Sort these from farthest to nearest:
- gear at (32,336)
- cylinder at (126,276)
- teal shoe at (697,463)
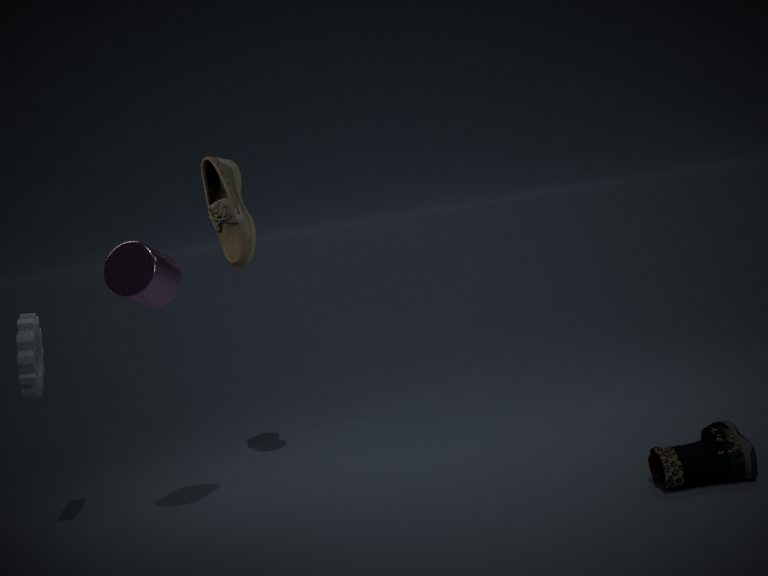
gear at (32,336), cylinder at (126,276), teal shoe at (697,463)
